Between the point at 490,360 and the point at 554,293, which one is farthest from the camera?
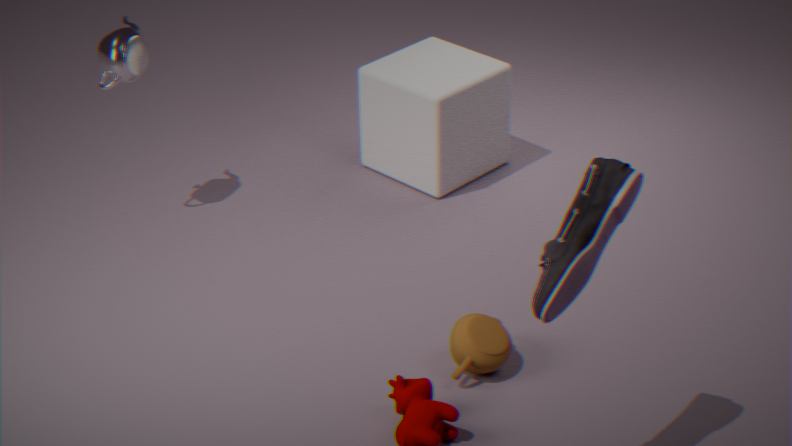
the point at 490,360
